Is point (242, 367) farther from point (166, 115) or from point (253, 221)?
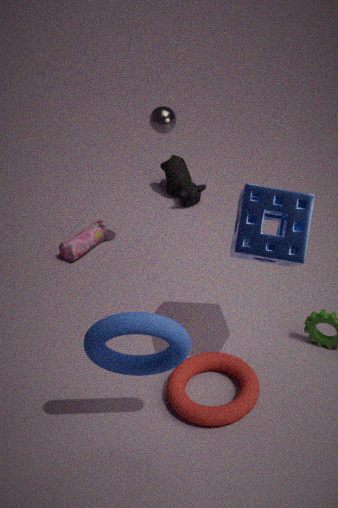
point (166, 115)
